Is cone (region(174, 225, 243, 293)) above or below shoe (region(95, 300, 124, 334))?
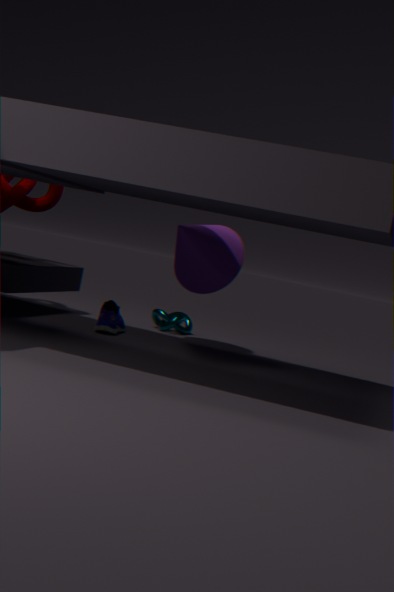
above
